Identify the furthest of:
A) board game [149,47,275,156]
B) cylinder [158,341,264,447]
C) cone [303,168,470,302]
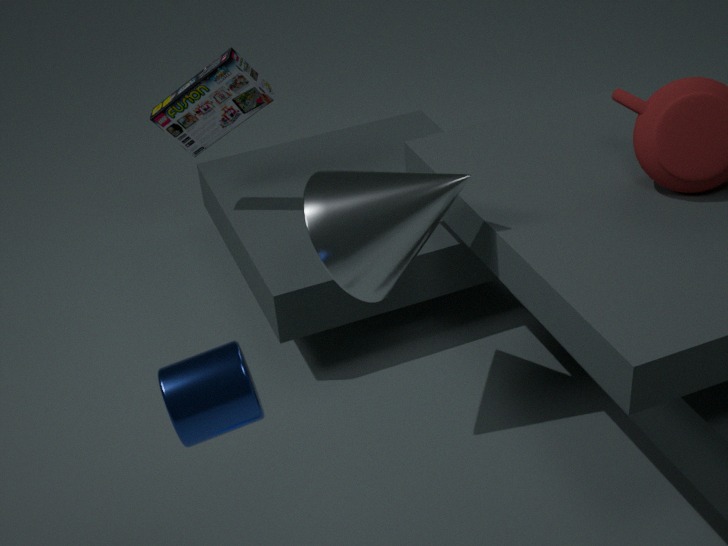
board game [149,47,275,156]
